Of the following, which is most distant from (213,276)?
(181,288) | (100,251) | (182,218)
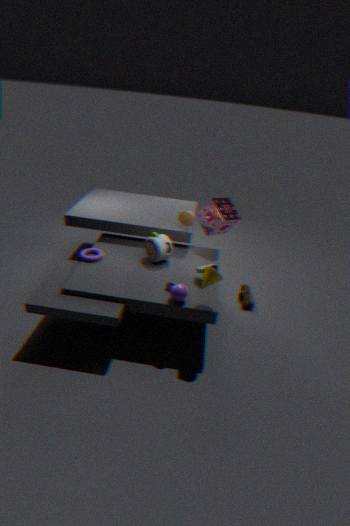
(100,251)
